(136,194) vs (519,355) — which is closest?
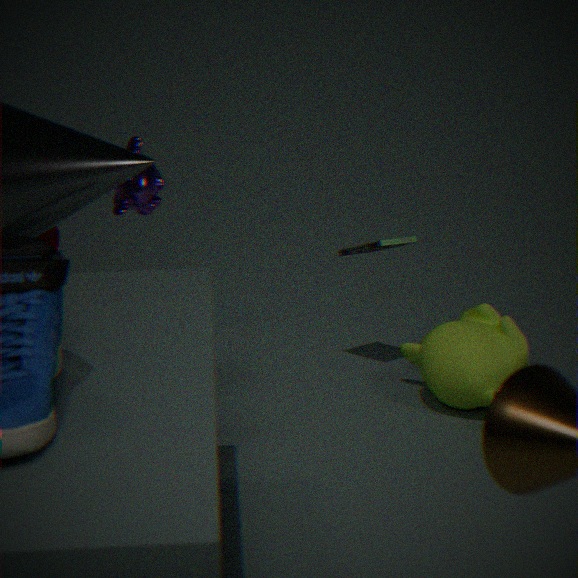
(136,194)
